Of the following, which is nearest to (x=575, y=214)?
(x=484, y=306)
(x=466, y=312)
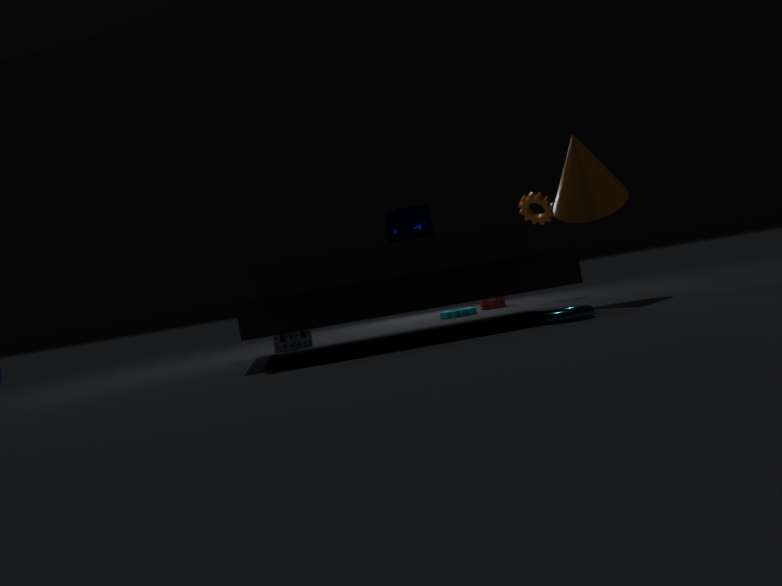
(x=466, y=312)
